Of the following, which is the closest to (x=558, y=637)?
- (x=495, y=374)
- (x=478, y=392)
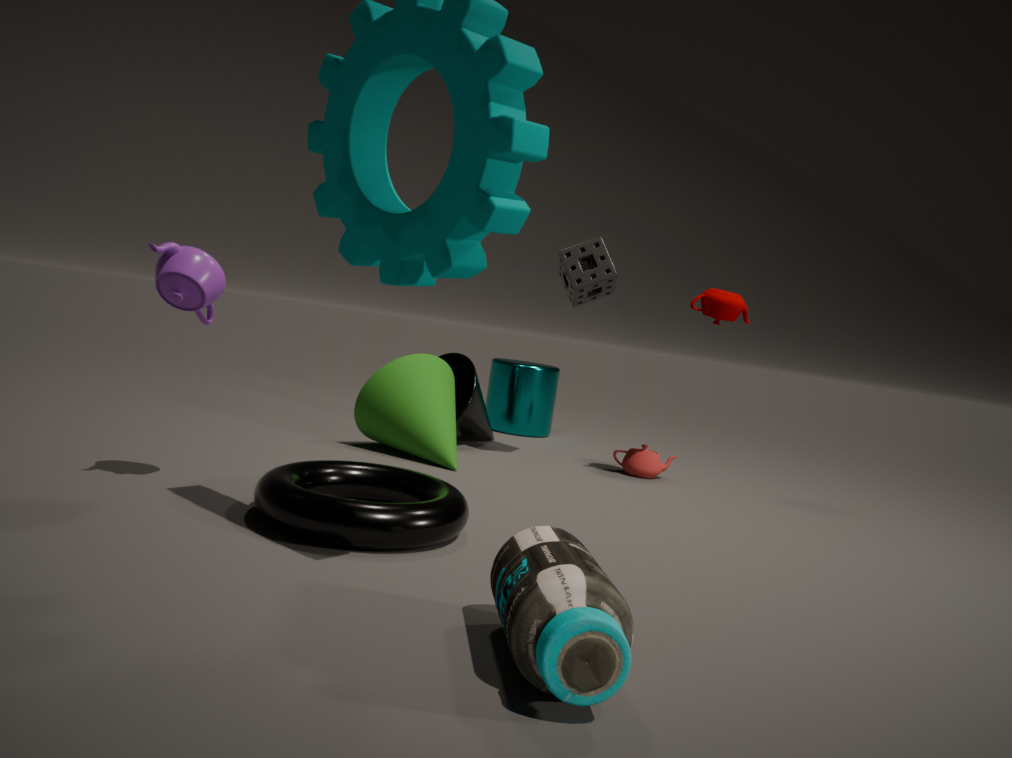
(x=478, y=392)
